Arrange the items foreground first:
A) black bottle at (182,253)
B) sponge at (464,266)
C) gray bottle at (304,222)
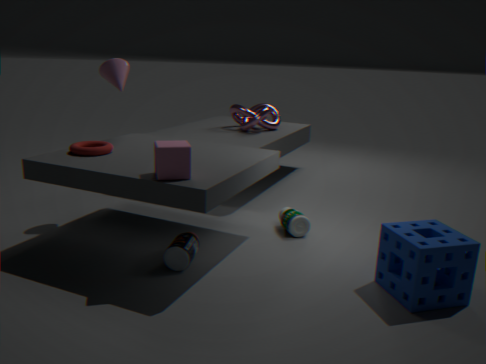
sponge at (464,266) < black bottle at (182,253) < gray bottle at (304,222)
